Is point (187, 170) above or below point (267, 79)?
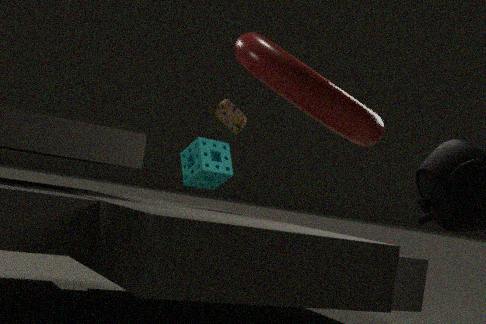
below
